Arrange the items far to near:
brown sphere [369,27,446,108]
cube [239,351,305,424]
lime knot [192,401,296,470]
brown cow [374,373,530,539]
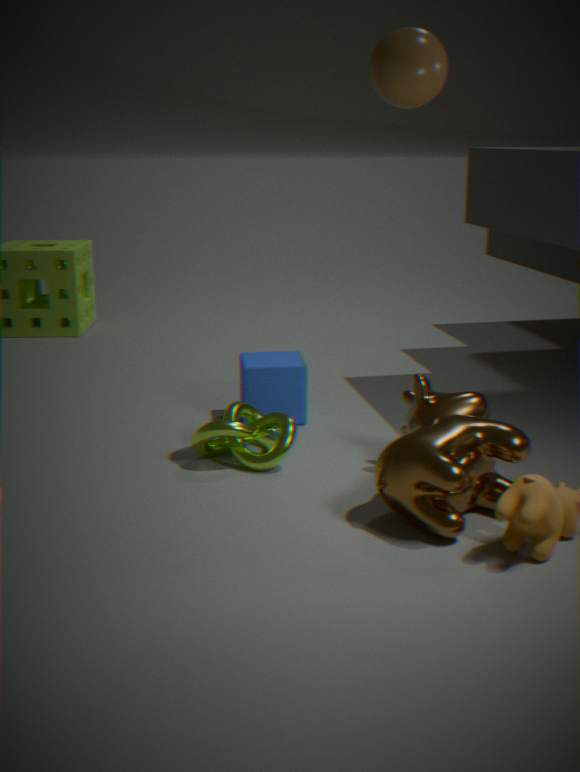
cube [239,351,305,424] → lime knot [192,401,296,470] → brown sphere [369,27,446,108] → brown cow [374,373,530,539]
